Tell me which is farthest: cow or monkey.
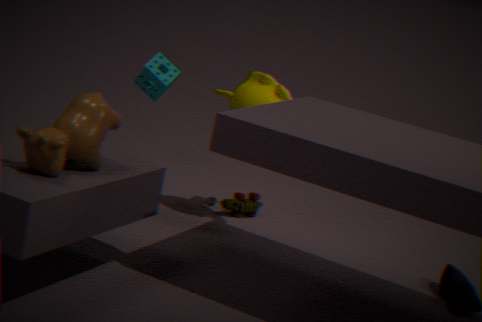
monkey
